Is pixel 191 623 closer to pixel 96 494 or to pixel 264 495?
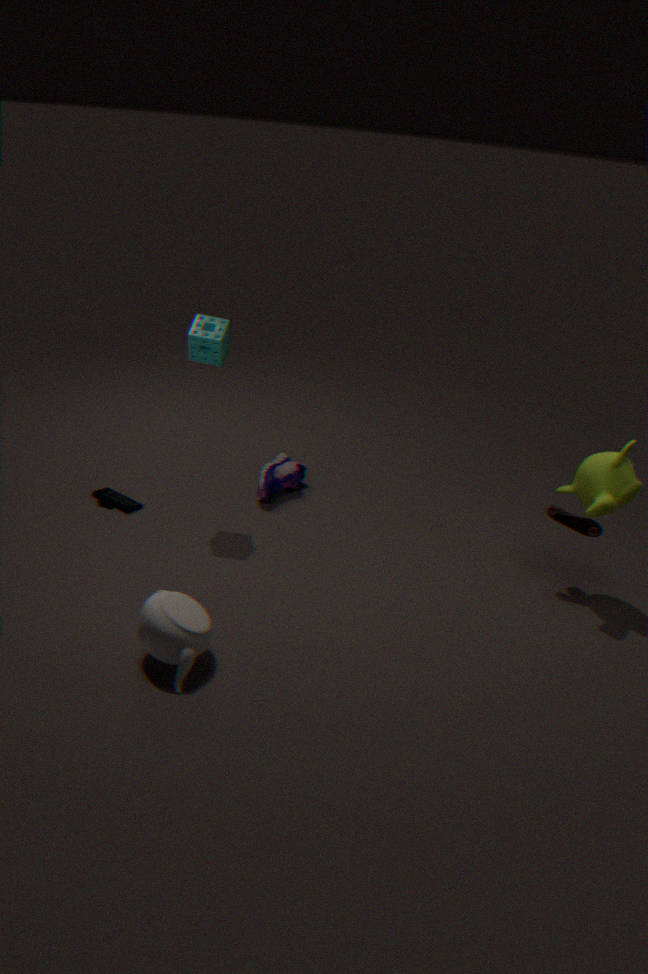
pixel 96 494
